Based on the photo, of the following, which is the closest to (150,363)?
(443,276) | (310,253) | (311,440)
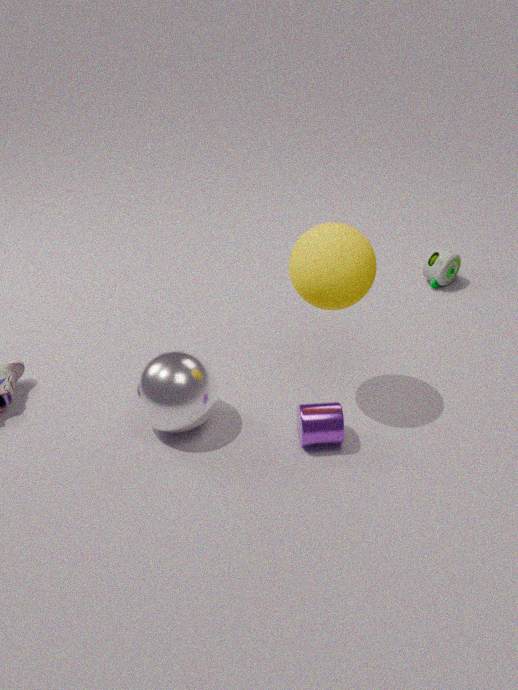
(311,440)
